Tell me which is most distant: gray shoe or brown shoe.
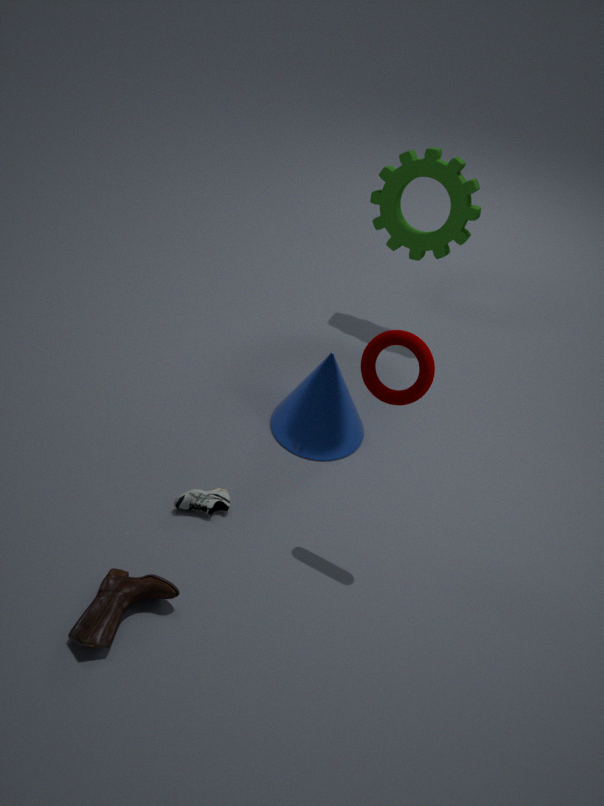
gray shoe
